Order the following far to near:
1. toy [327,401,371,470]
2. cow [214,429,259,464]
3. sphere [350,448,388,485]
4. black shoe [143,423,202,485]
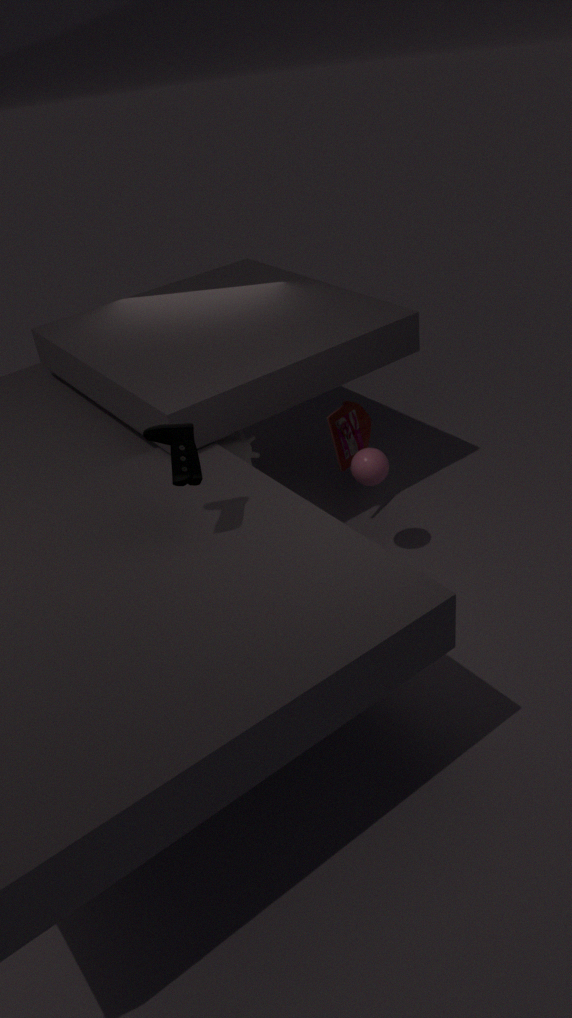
1. toy [327,401,371,470]
2. cow [214,429,259,464]
3. sphere [350,448,388,485]
4. black shoe [143,423,202,485]
